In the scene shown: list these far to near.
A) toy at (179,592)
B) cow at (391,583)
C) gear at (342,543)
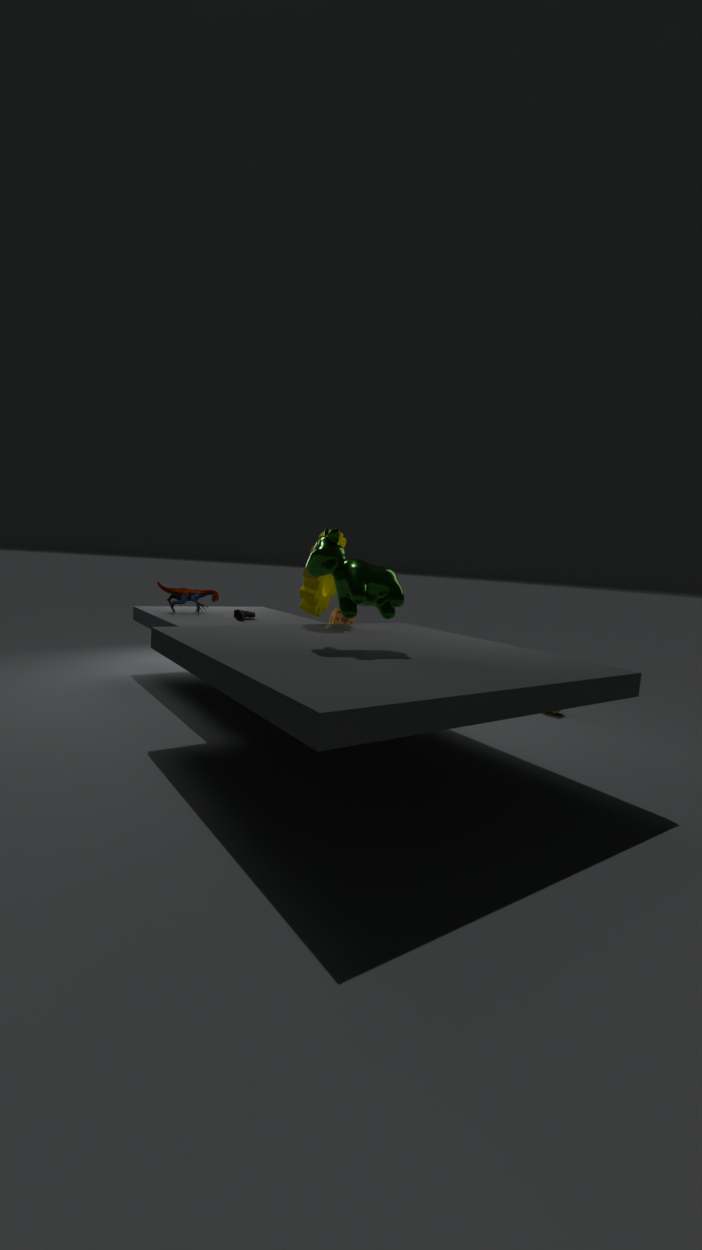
toy at (179,592) → gear at (342,543) → cow at (391,583)
